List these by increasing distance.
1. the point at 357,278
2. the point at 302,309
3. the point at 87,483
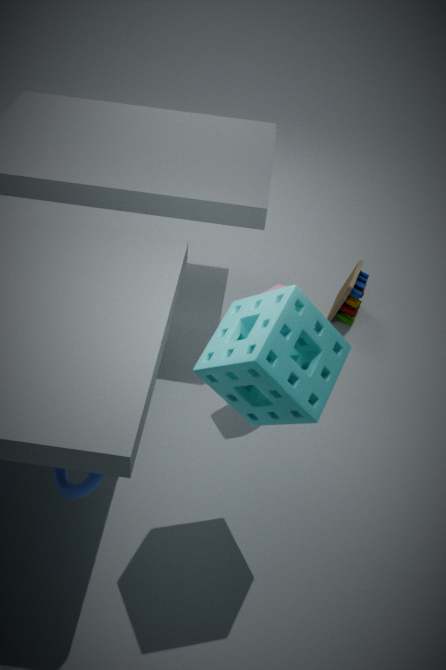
the point at 302,309, the point at 87,483, the point at 357,278
